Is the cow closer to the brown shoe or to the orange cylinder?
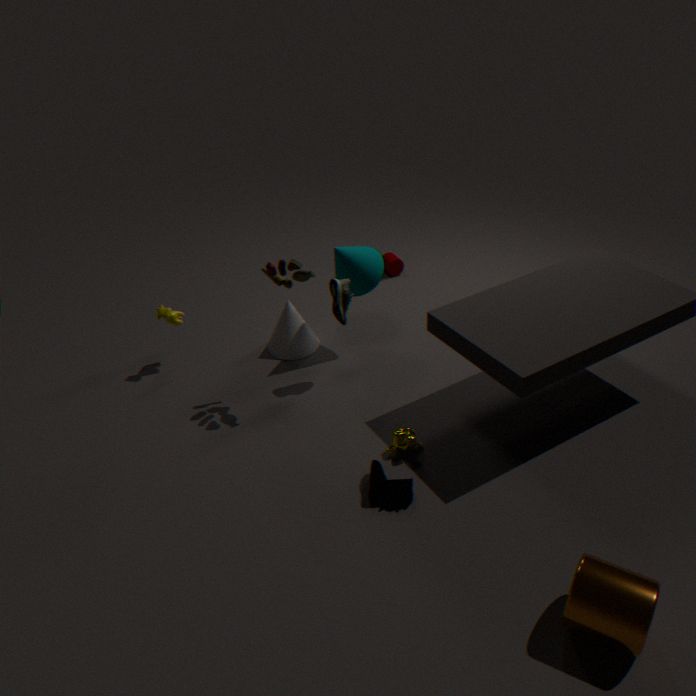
the brown shoe
